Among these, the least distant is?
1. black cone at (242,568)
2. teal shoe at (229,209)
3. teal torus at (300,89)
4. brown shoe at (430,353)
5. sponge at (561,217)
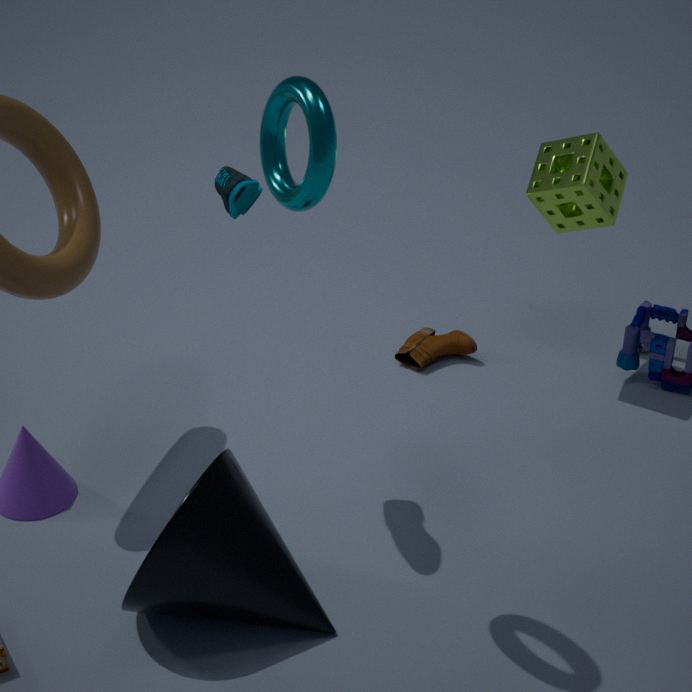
teal torus at (300,89)
